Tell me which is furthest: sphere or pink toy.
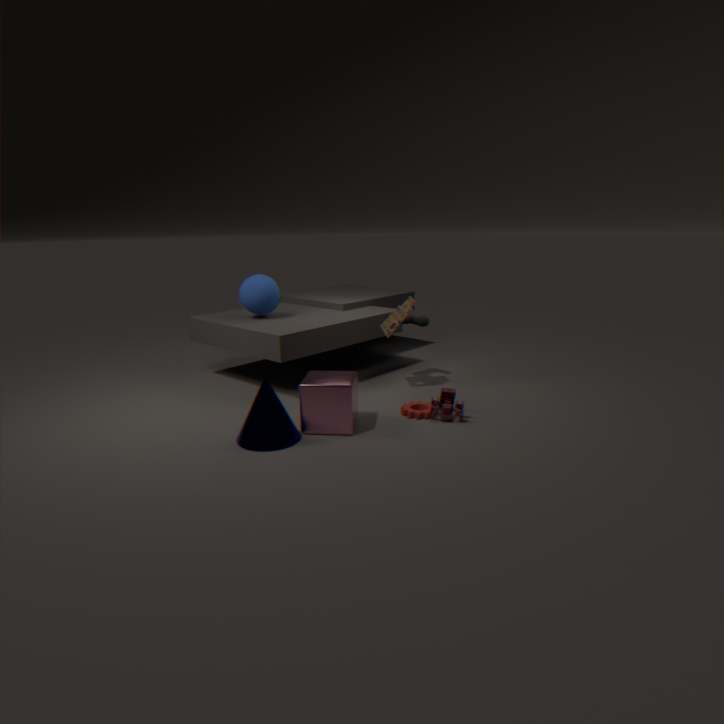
sphere
